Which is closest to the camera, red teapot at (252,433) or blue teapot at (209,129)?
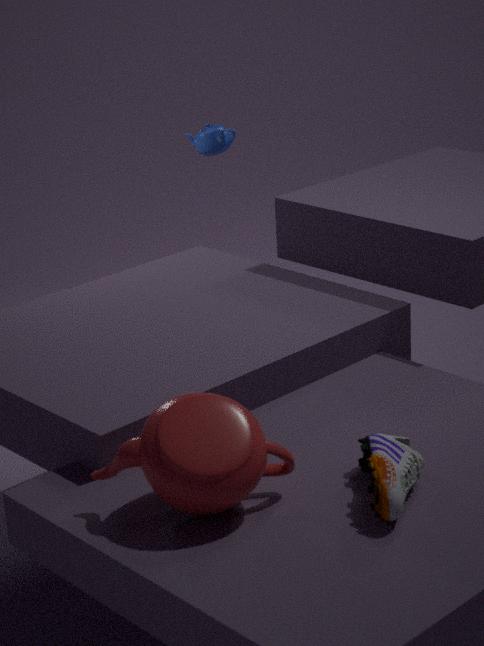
red teapot at (252,433)
